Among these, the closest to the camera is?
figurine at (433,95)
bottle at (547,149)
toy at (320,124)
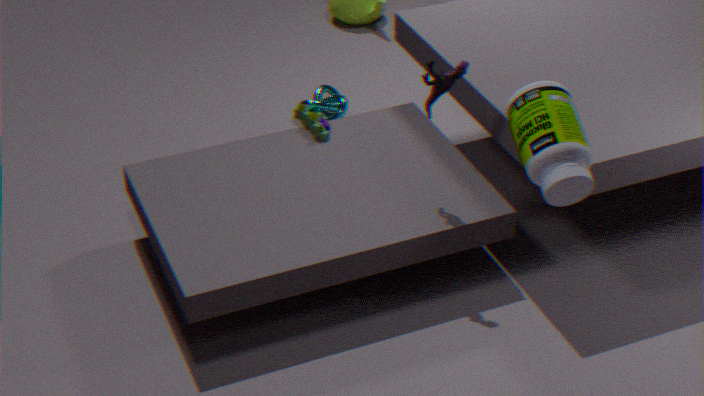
bottle at (547,149)
